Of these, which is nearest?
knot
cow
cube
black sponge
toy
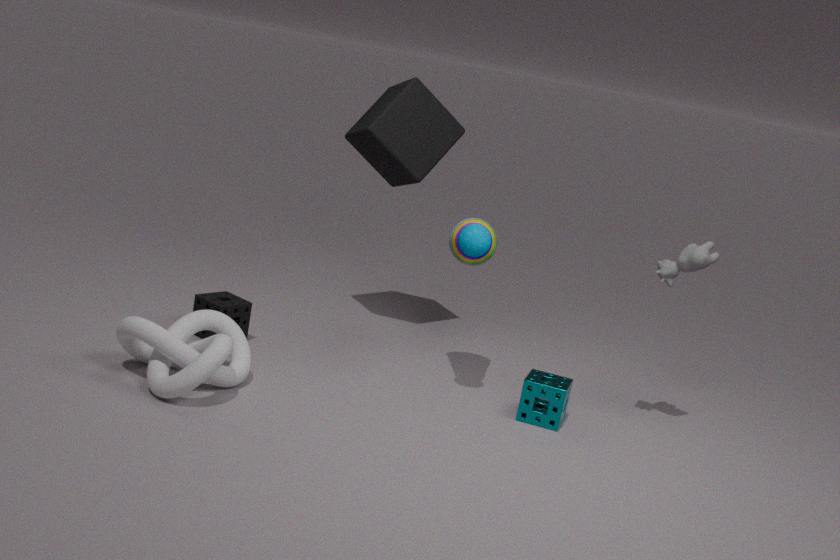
knot
